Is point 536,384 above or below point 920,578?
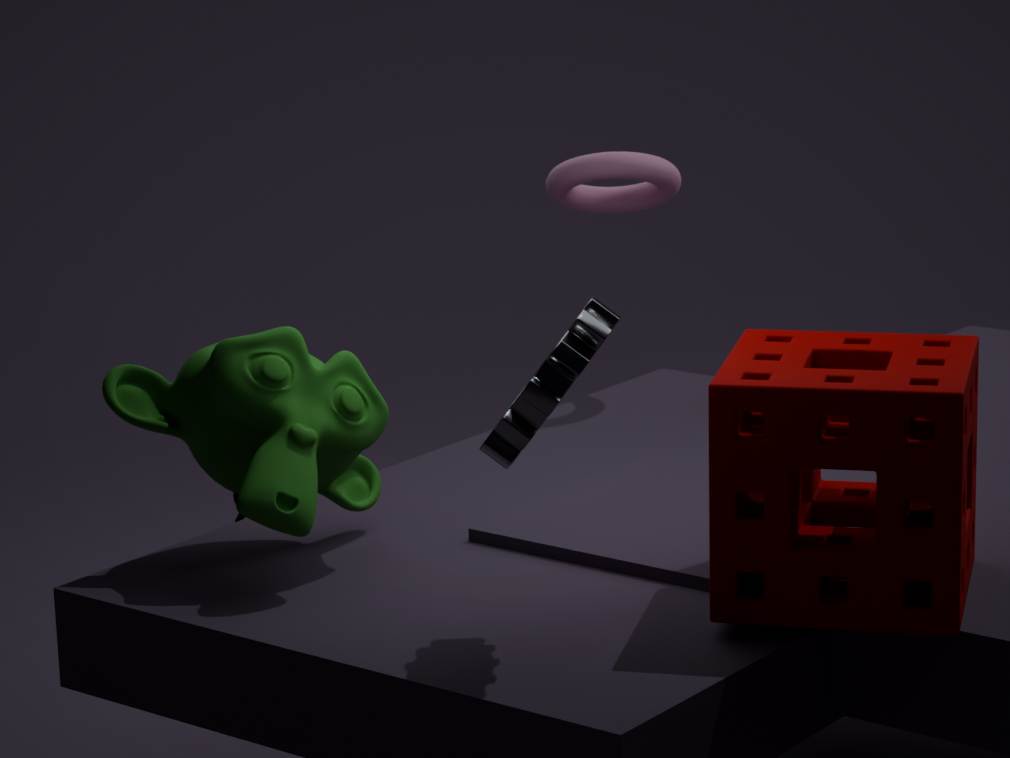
above
